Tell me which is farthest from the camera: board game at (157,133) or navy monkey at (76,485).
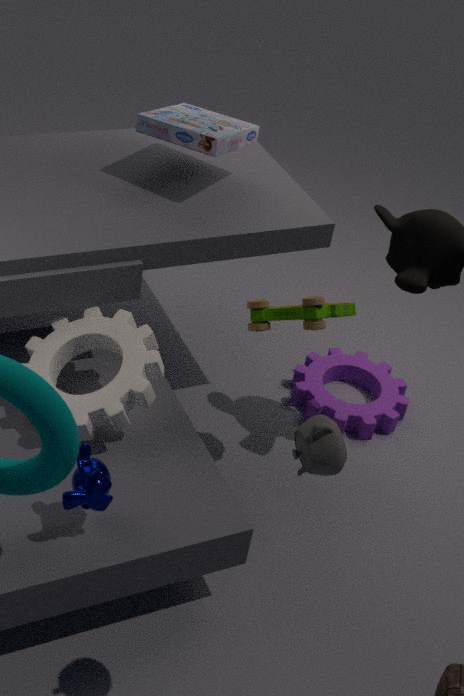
board game at (157,133)
